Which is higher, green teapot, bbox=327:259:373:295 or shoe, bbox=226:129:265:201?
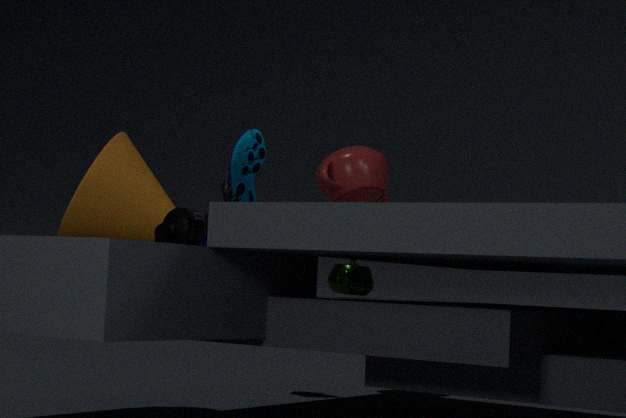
shoe, bbox=226:129:265:201
